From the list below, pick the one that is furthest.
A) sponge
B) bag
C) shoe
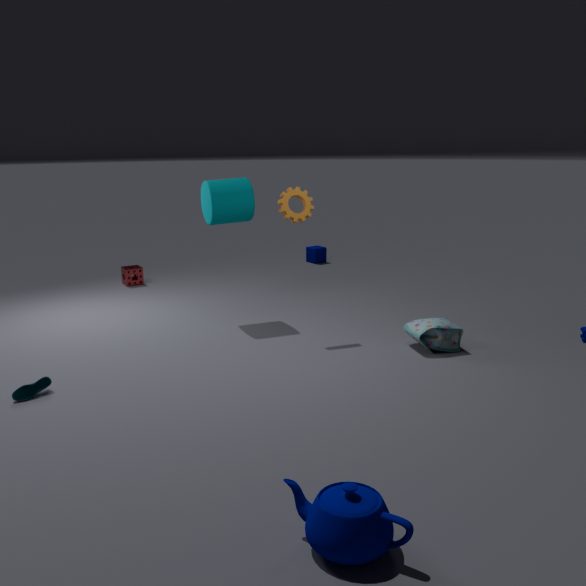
sponge
